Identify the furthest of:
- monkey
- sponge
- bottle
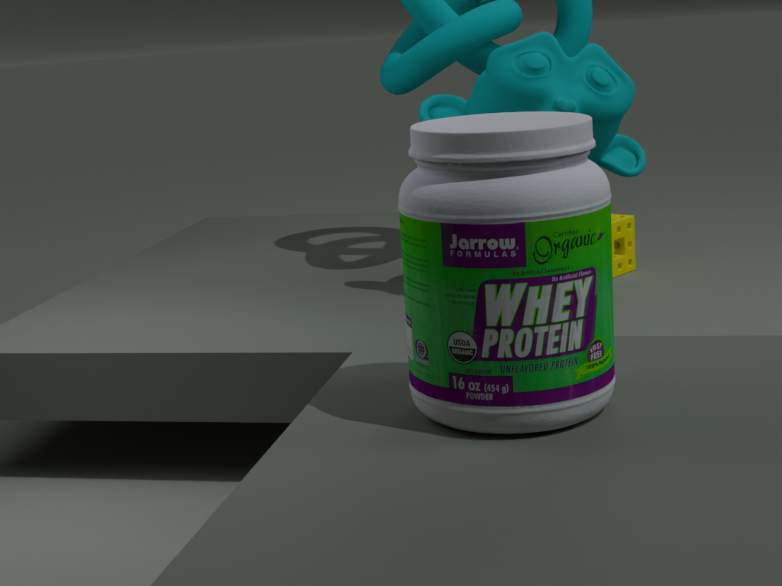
sponge
